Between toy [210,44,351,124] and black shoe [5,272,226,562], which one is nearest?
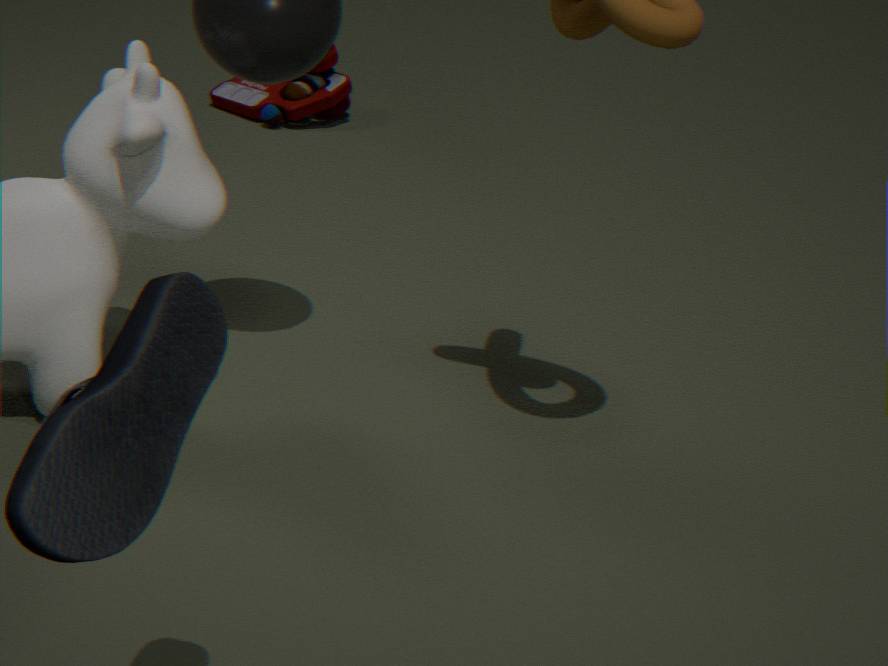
black shoe [5,272,226,562]
